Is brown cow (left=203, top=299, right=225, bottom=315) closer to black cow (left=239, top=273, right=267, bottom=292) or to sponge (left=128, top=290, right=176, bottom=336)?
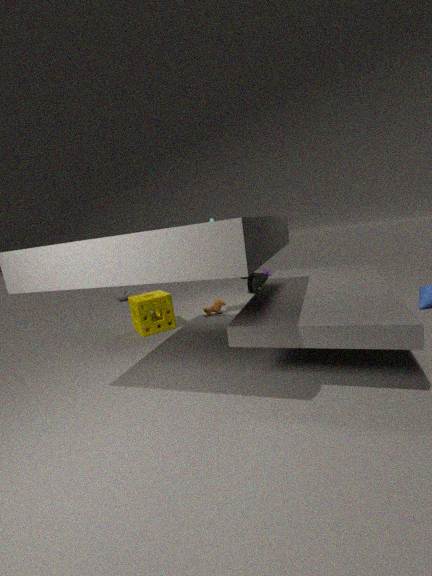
sponge (left=128, top=290, right=176, bottom=336)
